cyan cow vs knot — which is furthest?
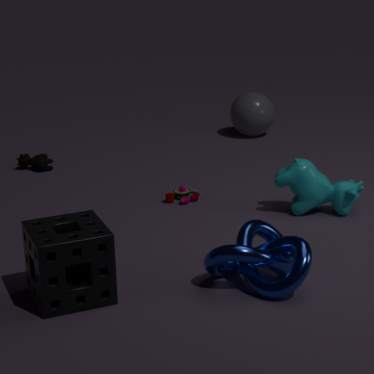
cyan cow
